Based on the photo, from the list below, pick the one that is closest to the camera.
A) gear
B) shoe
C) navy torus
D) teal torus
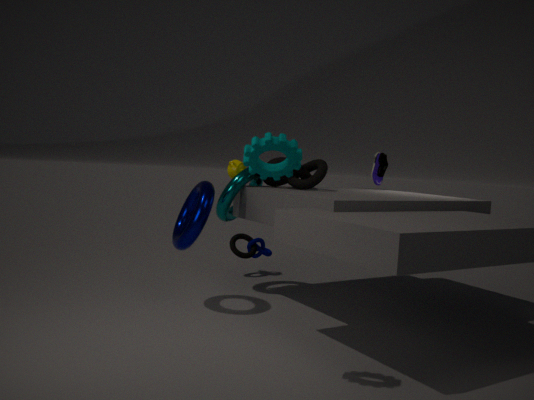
gear
